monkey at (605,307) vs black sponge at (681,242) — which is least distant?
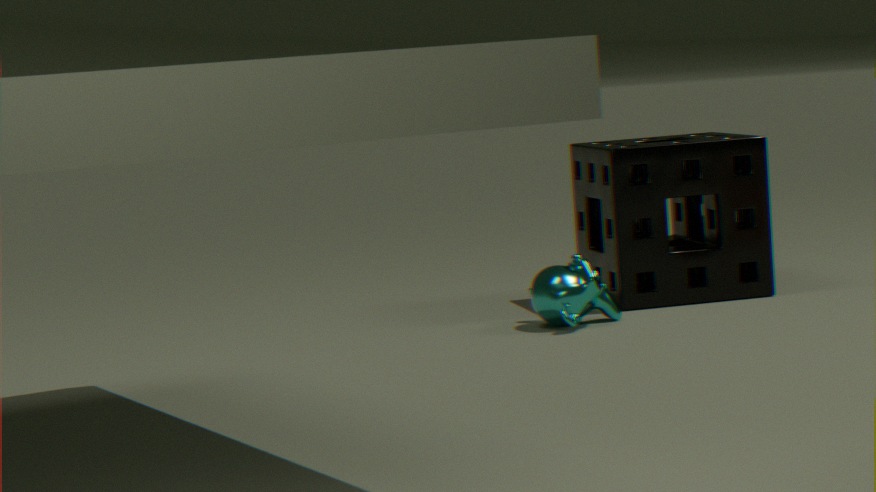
monkey at (605,307)
